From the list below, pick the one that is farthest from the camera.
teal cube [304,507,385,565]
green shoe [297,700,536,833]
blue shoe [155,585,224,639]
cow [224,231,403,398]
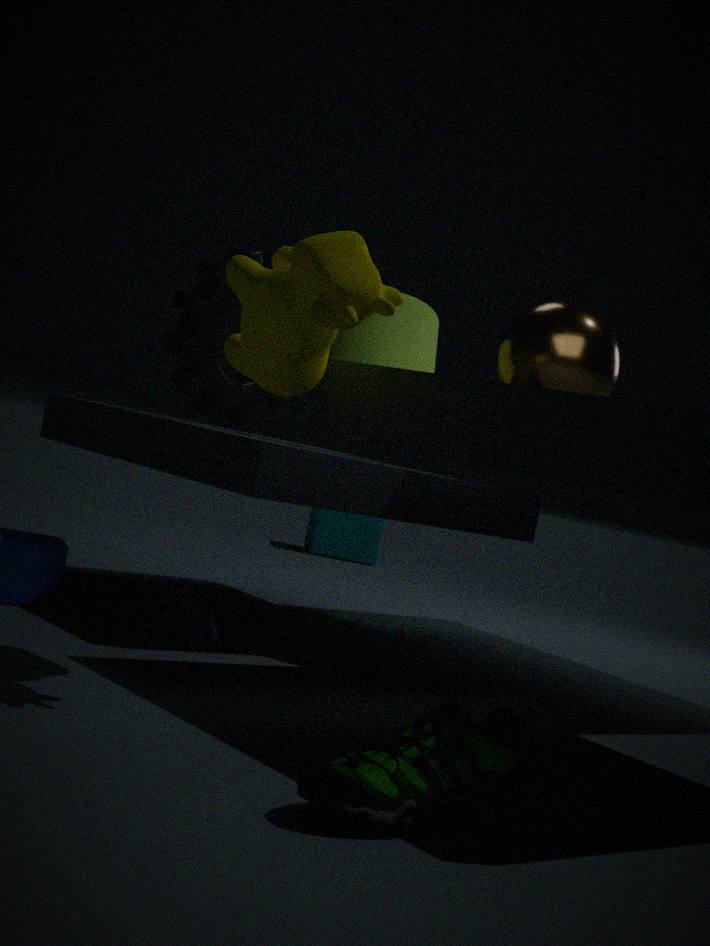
teal cube [304,507,385,565]
